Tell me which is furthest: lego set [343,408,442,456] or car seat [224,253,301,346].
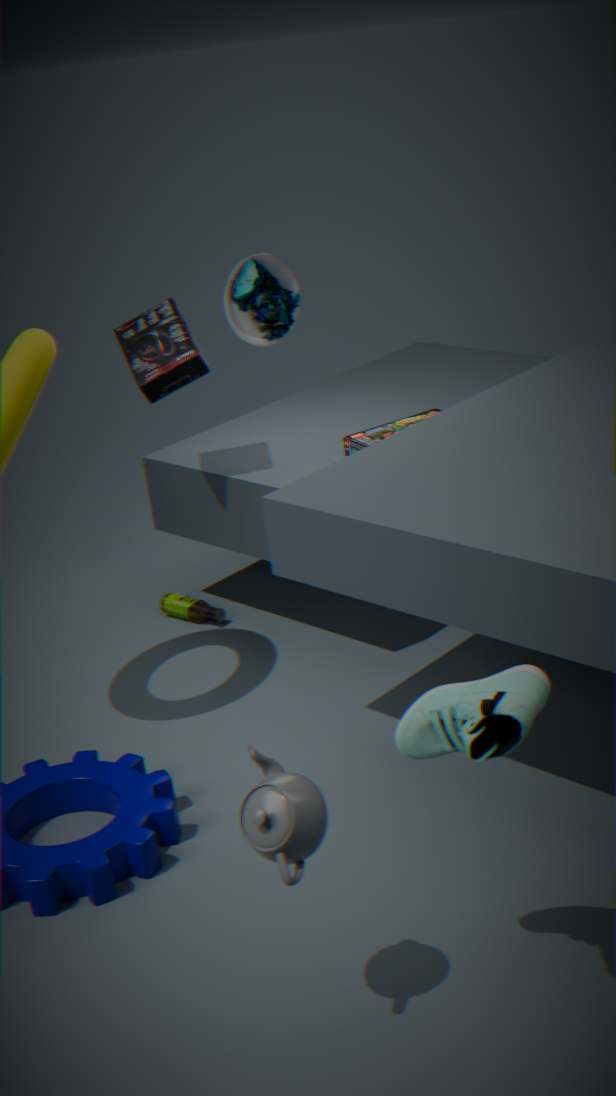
car seat [224,253,301,346]
